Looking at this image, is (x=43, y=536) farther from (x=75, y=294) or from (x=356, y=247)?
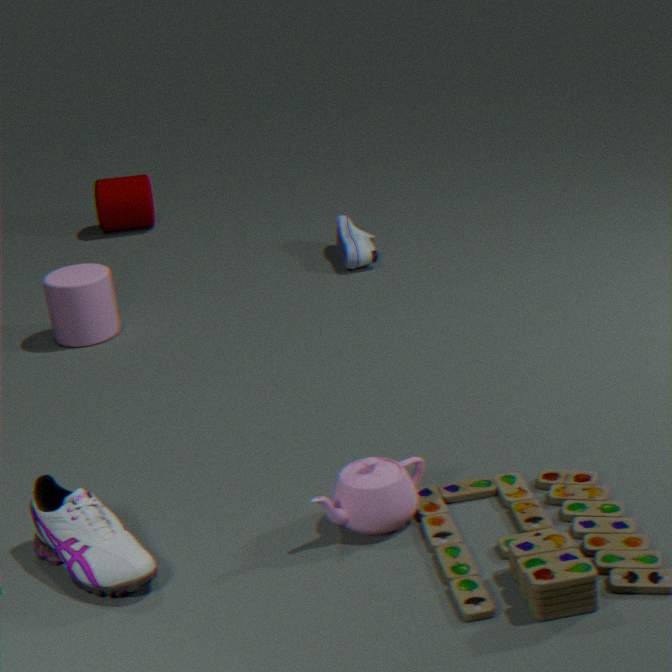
(x=356, y=247)
